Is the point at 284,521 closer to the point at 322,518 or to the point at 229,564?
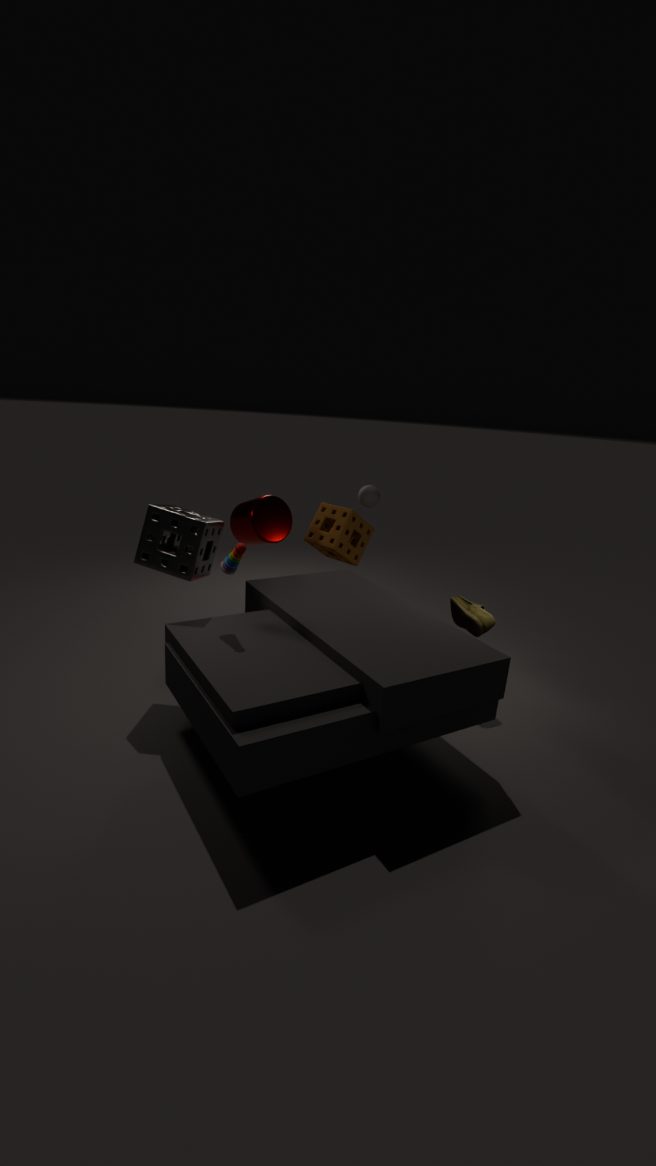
the point at 322,518
